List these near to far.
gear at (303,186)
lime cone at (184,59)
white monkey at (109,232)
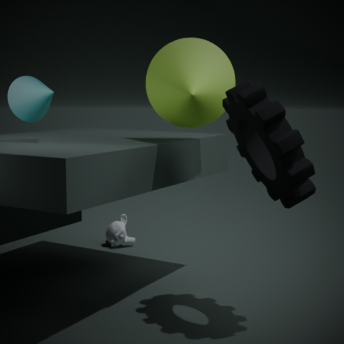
gear at (303,186) < lime cone at (184,59) < white monkey at (109,232)
